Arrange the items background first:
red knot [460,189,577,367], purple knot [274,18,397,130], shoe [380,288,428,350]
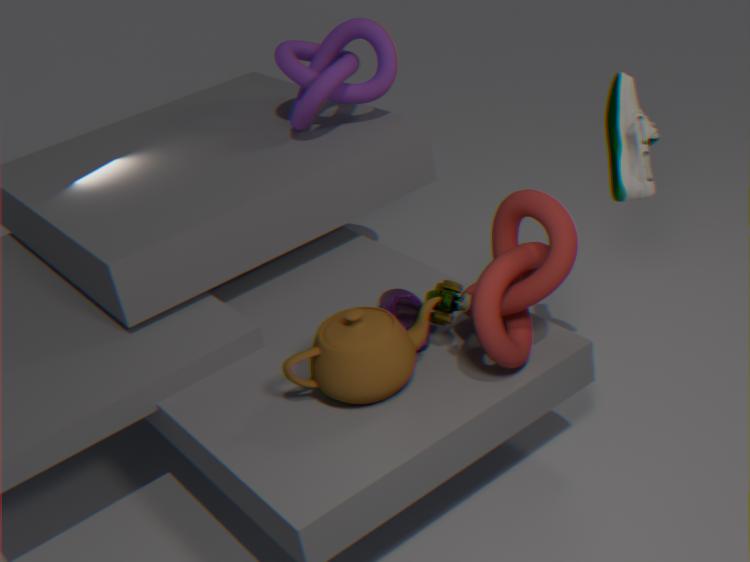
purple knot [274,18,397,130]
shoe [380,288,428,350]
red knot [460,189,577,367]
